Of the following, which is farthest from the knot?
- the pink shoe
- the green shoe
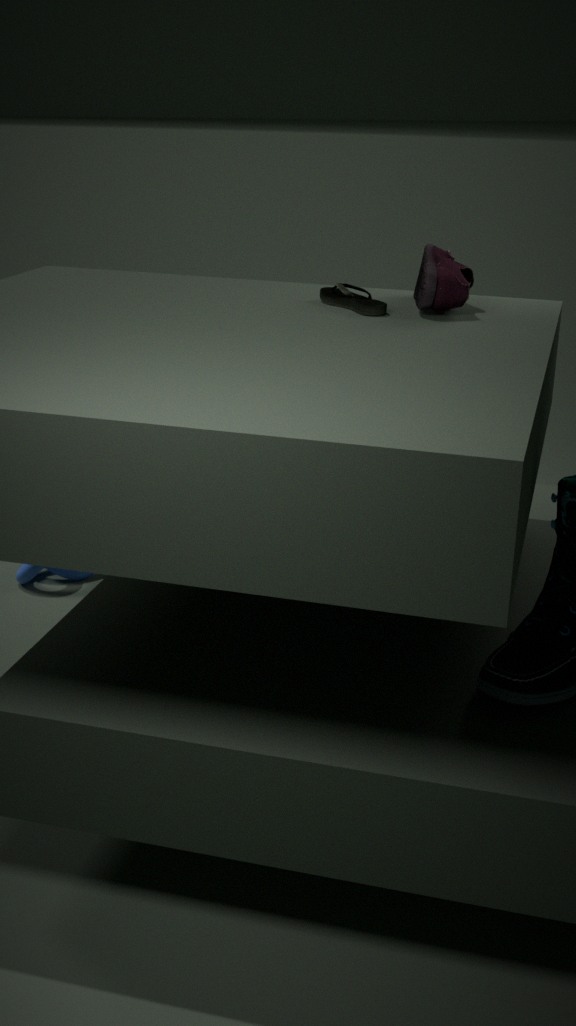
the pink shoe
